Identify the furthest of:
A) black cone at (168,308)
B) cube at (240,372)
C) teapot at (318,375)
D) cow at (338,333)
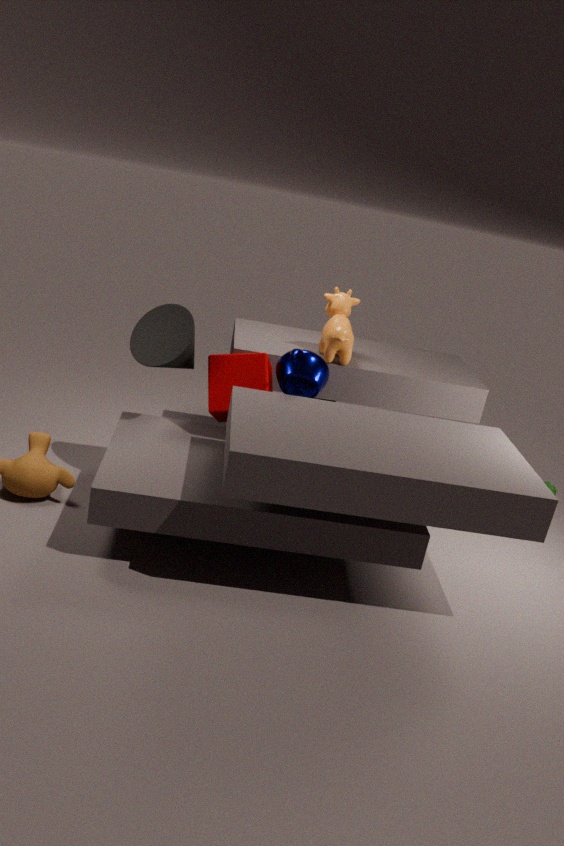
cow at (338,333)
